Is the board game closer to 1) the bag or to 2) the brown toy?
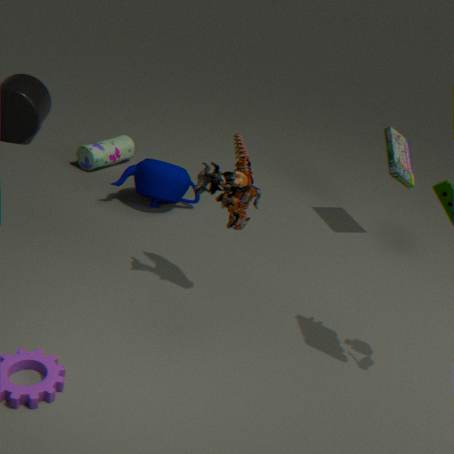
2) the brown toy
